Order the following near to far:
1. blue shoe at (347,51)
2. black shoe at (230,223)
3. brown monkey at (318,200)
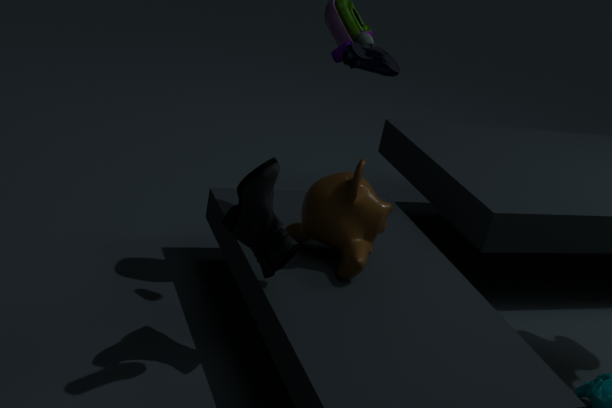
blue shoe at (347,51), black shoe at (230,223), brown monkey at (318,200)
